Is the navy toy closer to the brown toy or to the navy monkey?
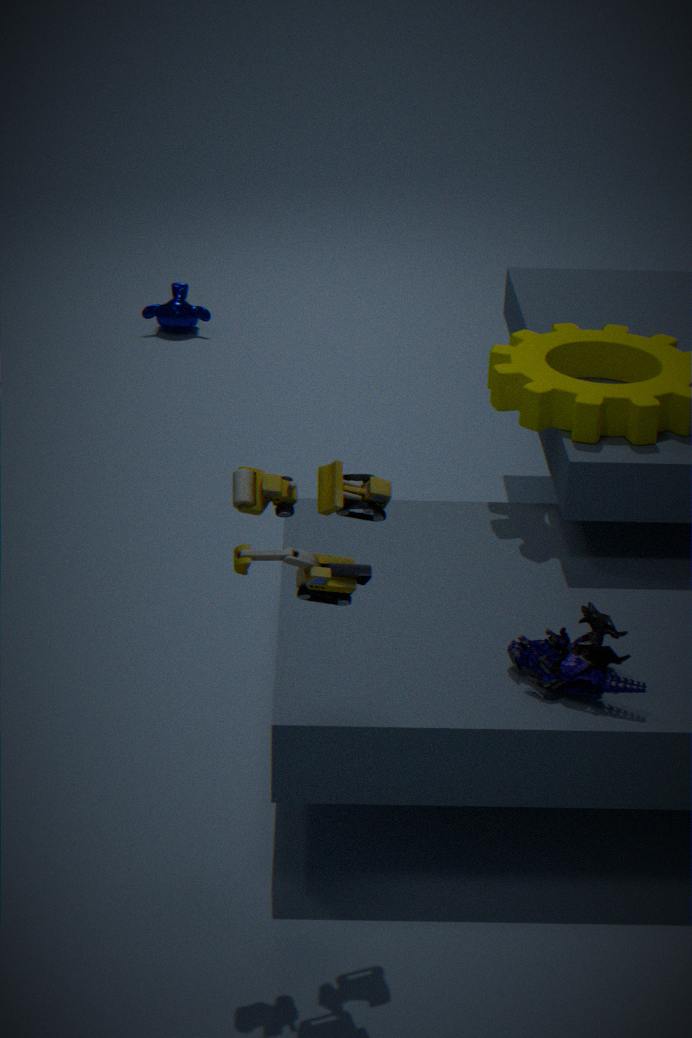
the brown toy
